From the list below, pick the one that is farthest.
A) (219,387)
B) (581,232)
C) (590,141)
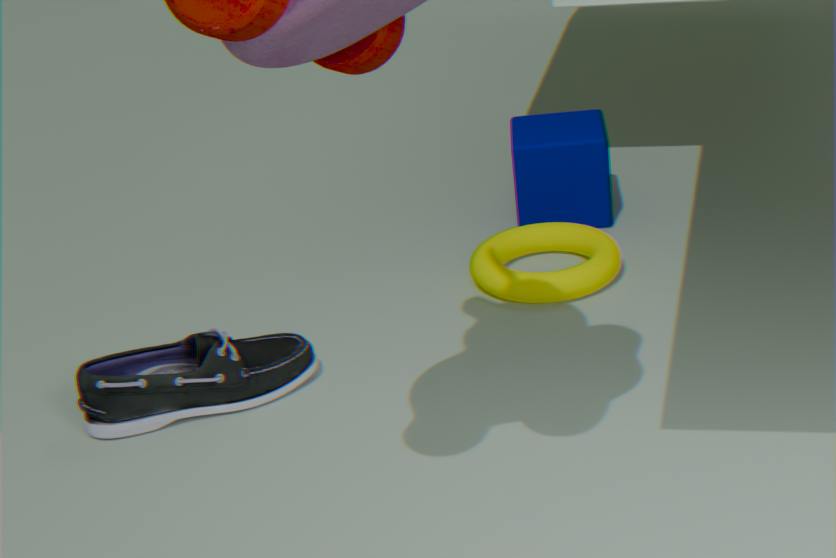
(590,141)
